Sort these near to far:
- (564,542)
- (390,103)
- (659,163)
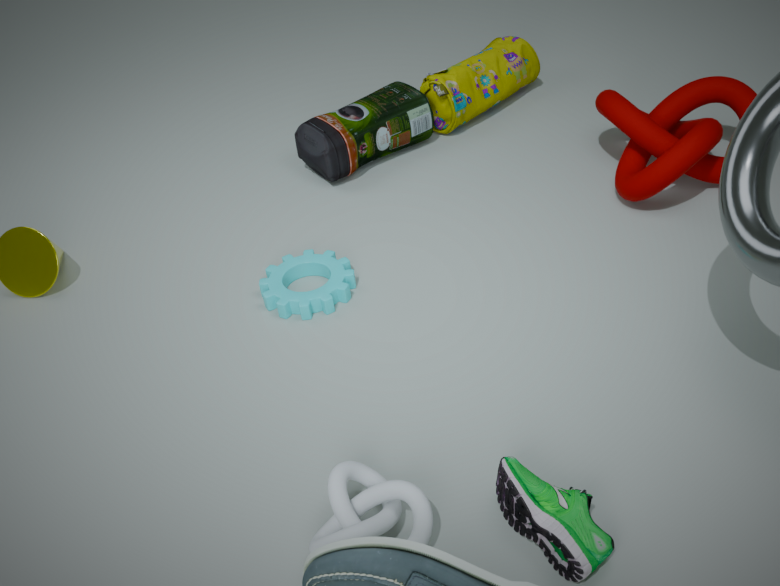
(564,542) < (659,163) < (390,103)
